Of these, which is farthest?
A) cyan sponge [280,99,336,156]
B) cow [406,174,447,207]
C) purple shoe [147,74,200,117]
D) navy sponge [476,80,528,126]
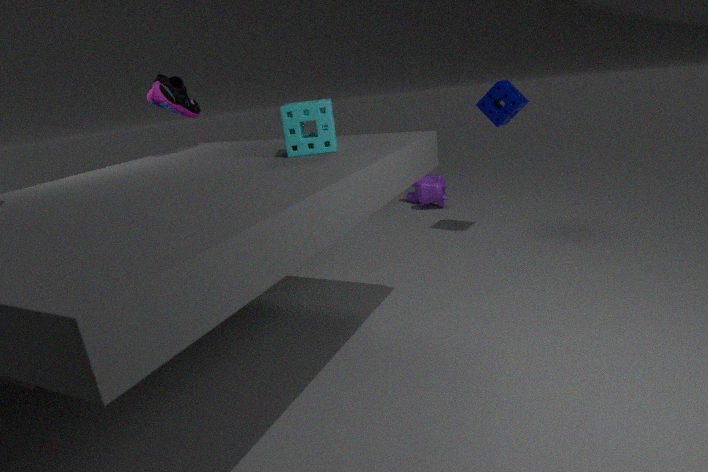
cow [406,174,447,207]
